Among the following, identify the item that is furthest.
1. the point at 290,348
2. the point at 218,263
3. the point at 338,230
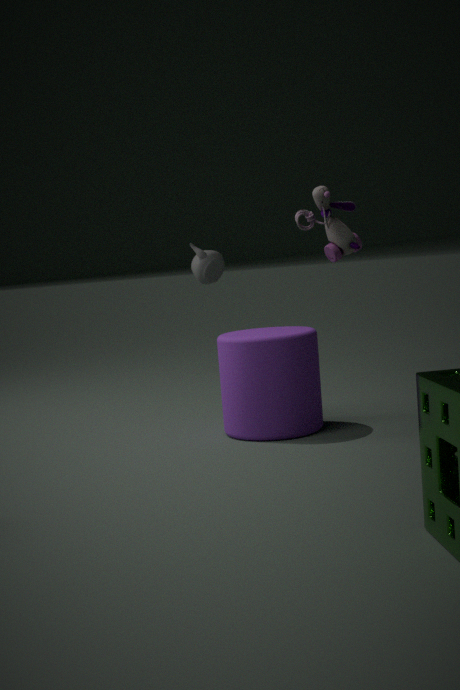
the point at 218,263
